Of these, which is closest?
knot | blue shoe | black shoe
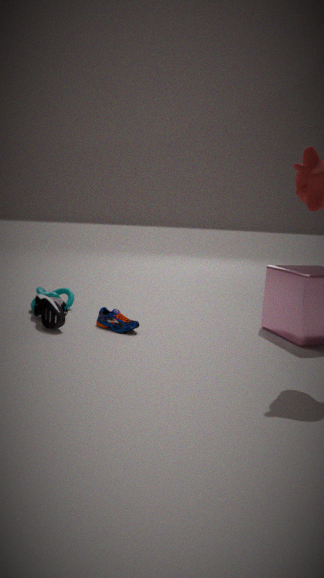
black shoe
